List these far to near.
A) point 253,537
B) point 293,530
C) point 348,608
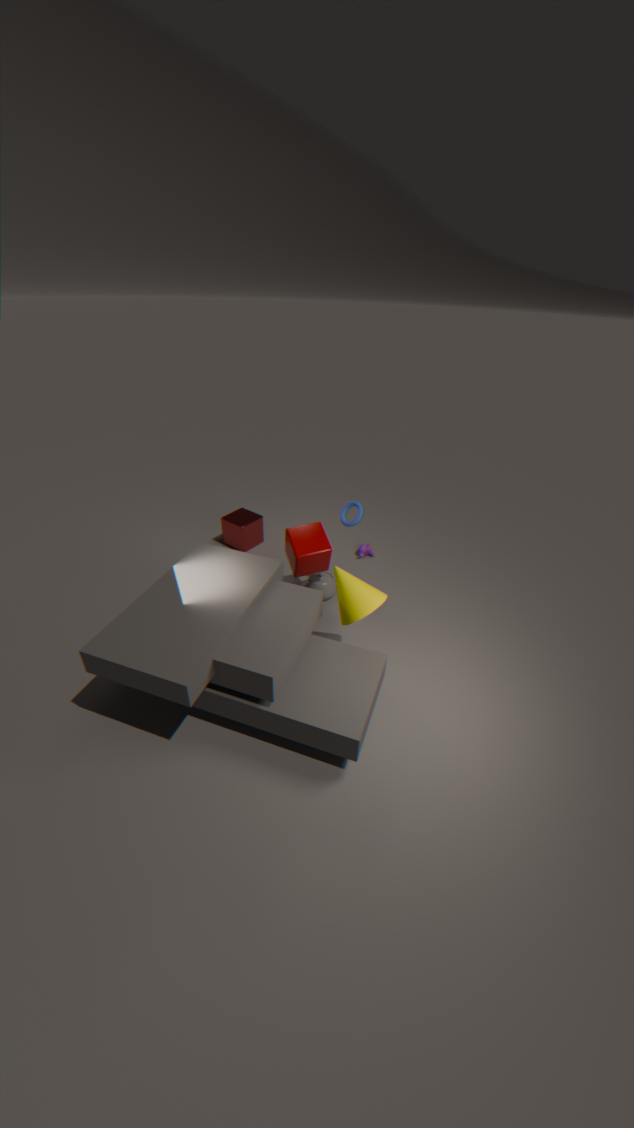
1. point 253,537
2. point 293,530
3. point 348,608
